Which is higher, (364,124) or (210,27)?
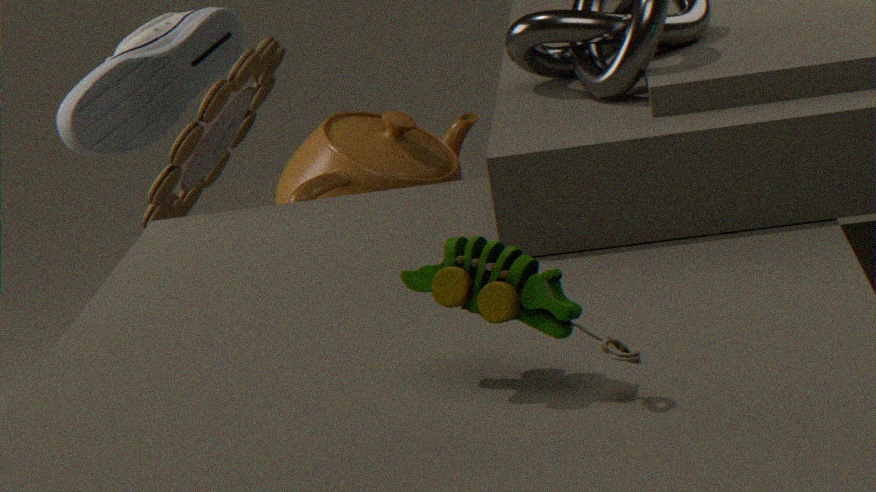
(210,27)
